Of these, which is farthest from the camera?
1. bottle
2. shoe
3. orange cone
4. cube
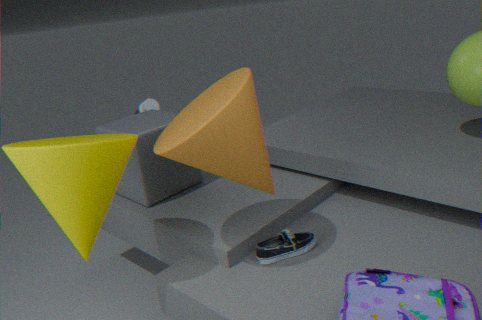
bottle
